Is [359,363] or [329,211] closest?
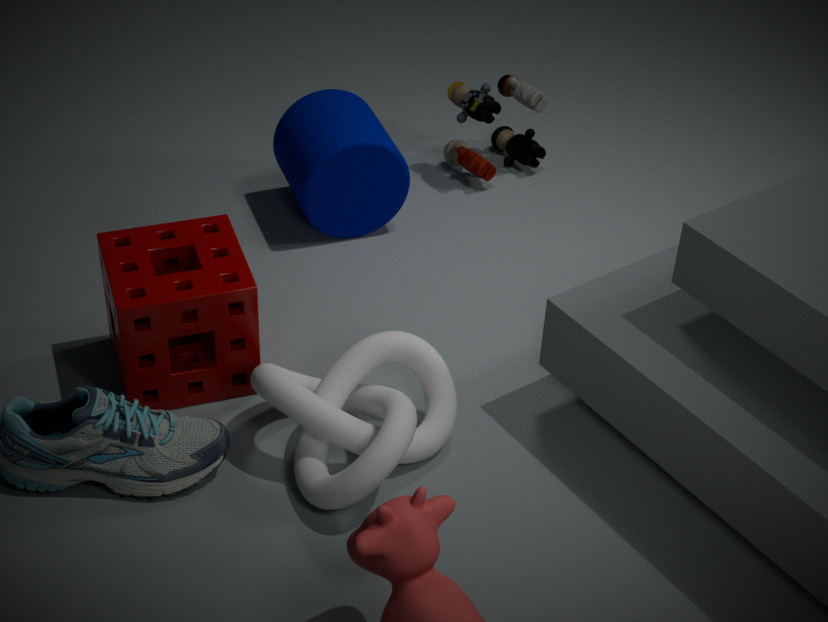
[359,363]
